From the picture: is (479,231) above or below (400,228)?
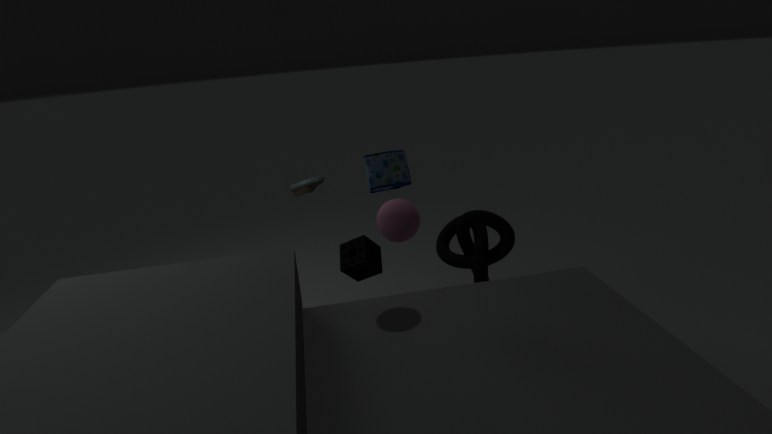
below
